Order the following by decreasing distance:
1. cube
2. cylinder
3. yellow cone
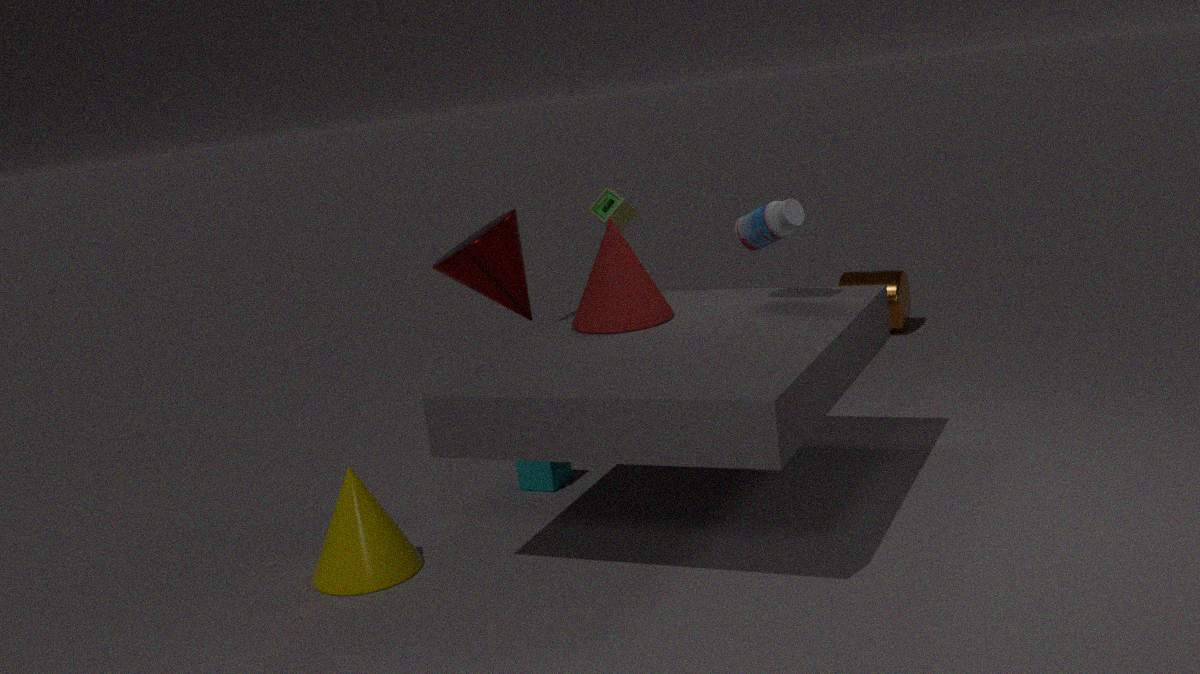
cylinder, cube, yellow cone
